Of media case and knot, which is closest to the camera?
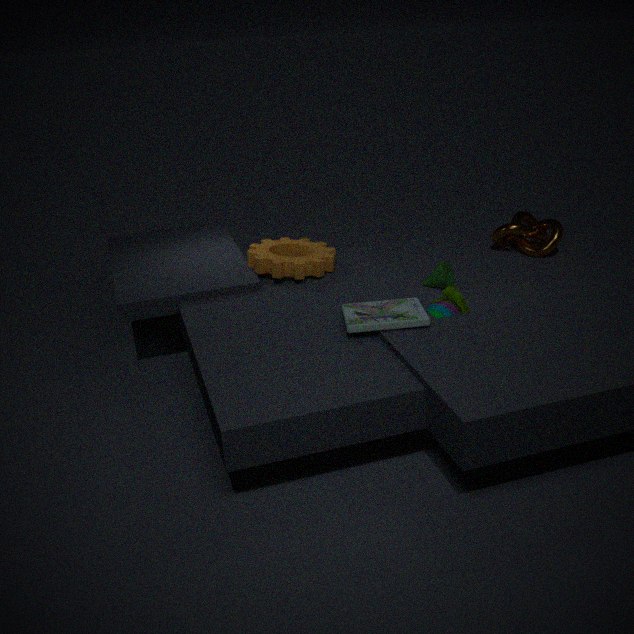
media case
